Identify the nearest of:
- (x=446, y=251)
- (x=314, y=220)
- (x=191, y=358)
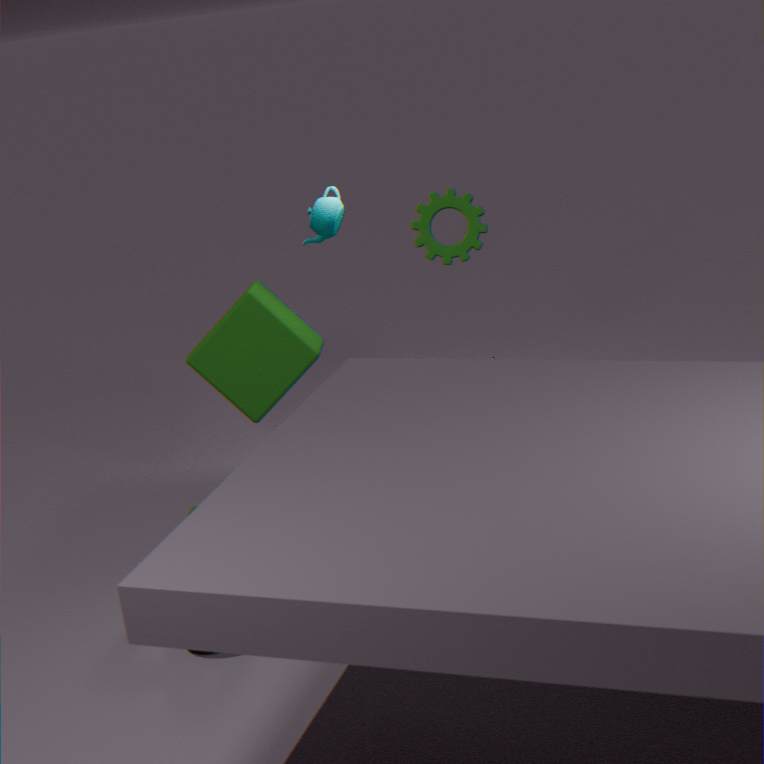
(x=446, y=251)
